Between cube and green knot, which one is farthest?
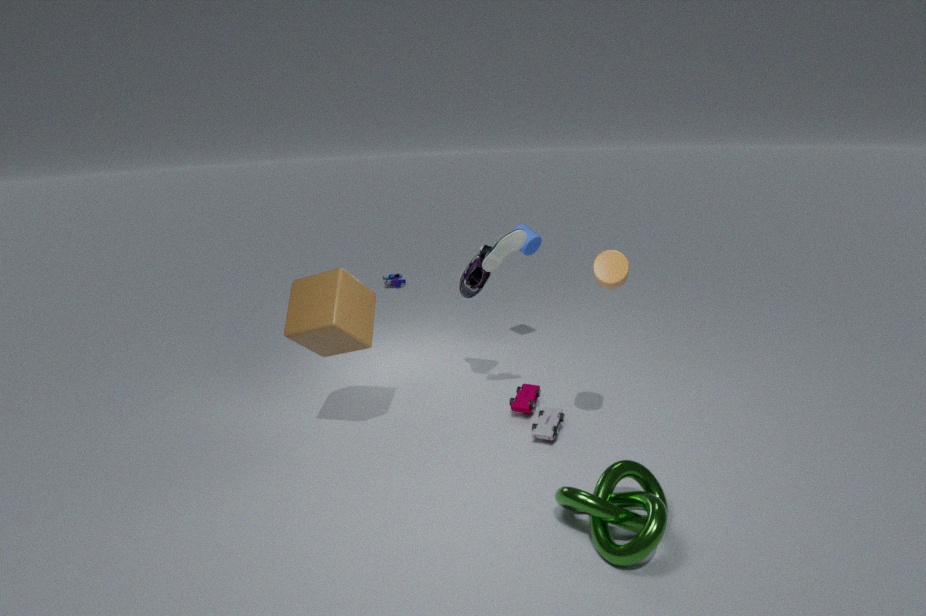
cube
